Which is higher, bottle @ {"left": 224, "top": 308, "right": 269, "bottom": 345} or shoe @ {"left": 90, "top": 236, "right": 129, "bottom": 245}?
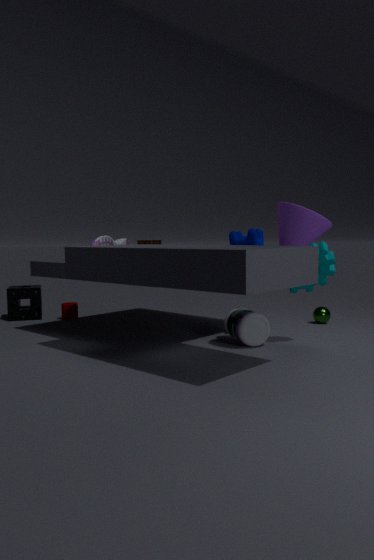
shoe @ {"left": 90, "top": 236, "right": 129, "bottom": 245}
